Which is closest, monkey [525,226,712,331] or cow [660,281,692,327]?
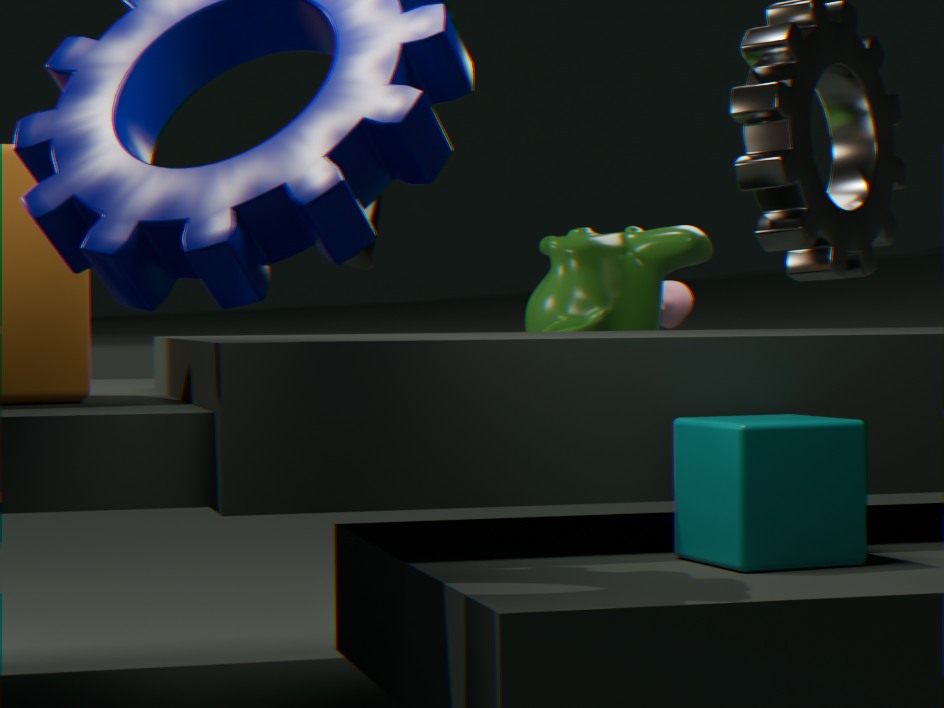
monkey [525,226,712,331]
